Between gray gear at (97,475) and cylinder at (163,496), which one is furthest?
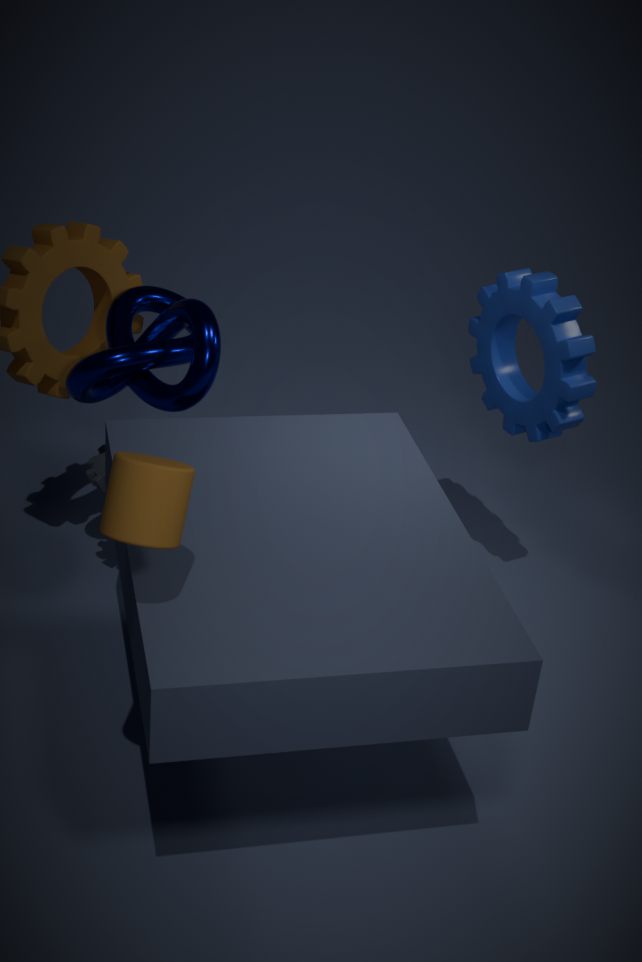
gray gear at (97,475)
